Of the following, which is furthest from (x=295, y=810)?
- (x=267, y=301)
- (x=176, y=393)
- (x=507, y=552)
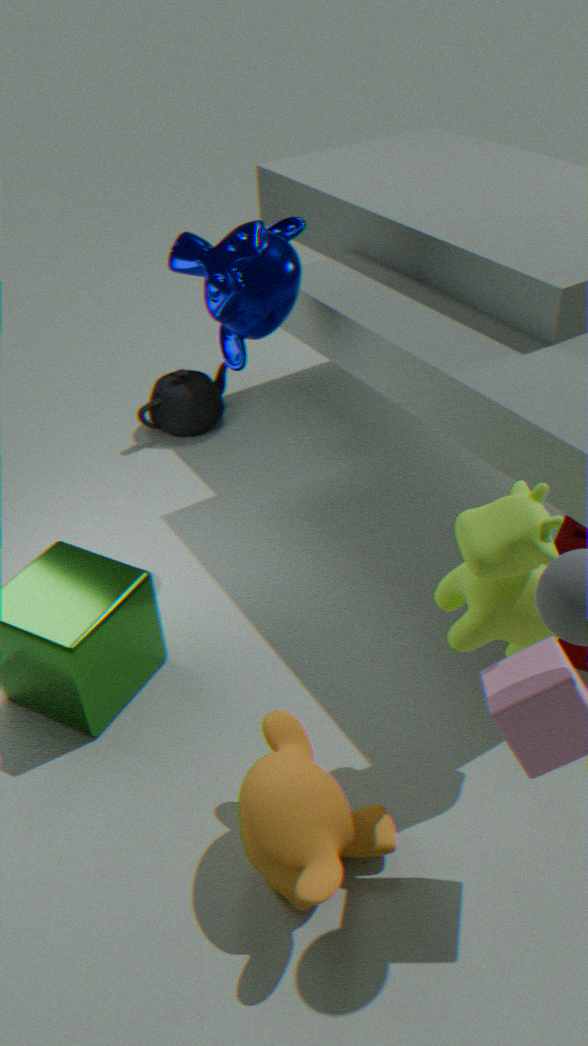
(x=176, y=393)
